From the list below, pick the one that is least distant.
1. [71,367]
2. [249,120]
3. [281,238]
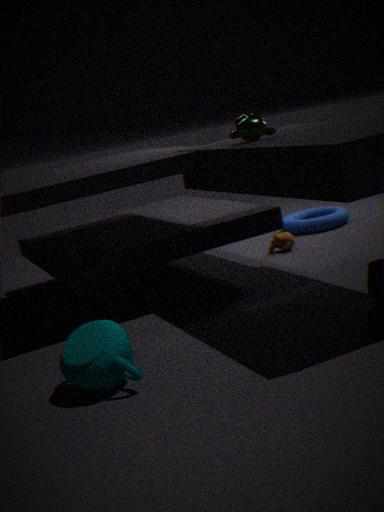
[71,367]
